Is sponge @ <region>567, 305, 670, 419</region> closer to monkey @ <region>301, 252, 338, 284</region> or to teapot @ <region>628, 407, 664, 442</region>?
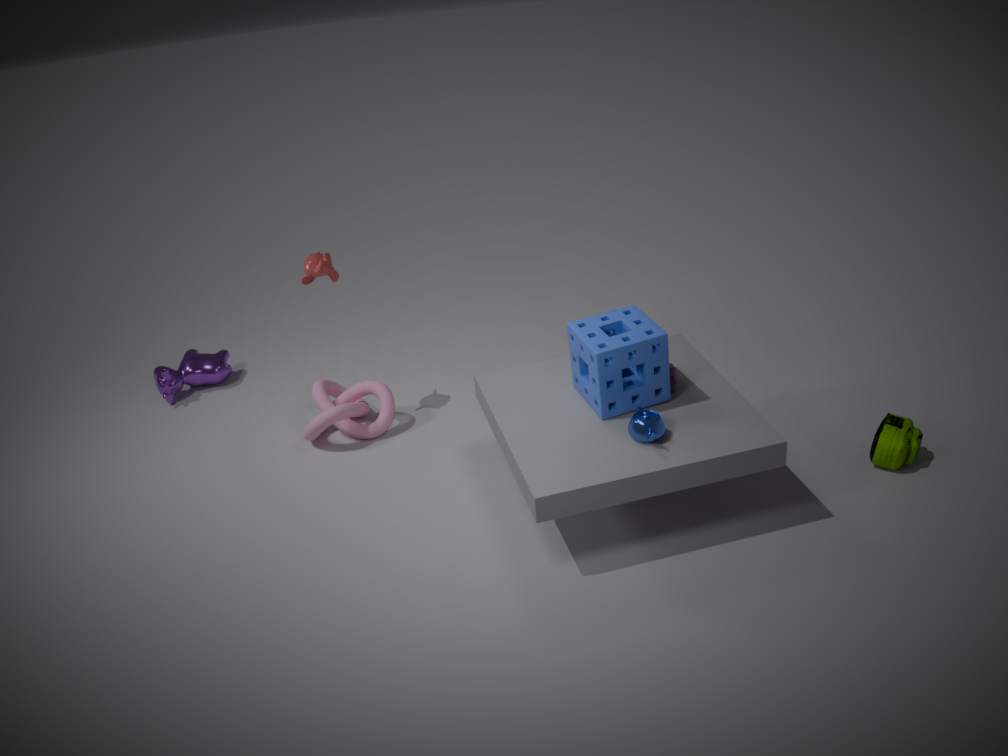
teapot @ <region>628, 407, 664, 442</region>
